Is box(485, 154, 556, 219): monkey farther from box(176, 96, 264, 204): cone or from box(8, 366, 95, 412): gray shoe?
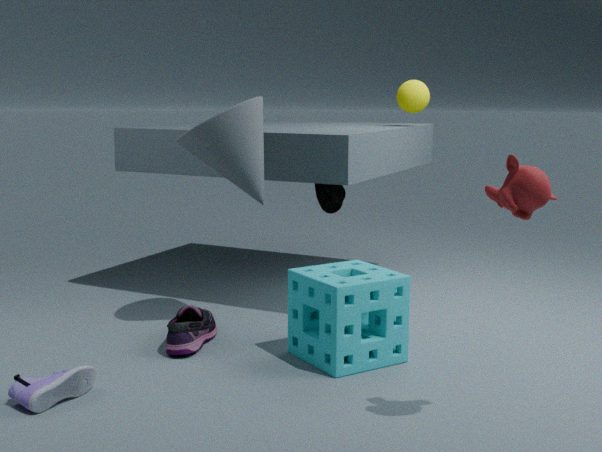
box(8, 366, 95, 412): gray shoe
